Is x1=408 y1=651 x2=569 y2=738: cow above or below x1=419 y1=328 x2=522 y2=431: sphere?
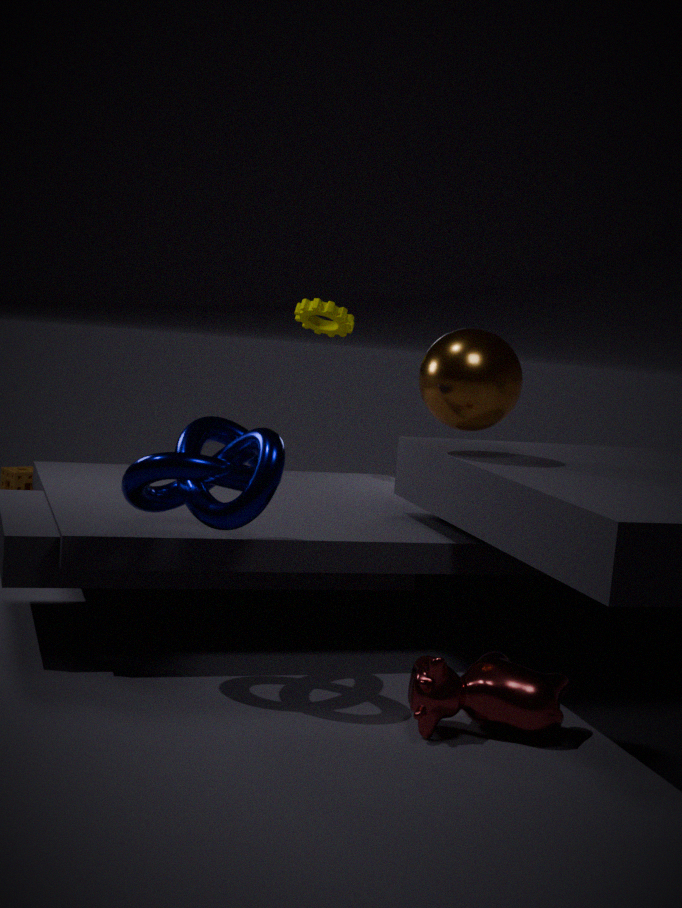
below
